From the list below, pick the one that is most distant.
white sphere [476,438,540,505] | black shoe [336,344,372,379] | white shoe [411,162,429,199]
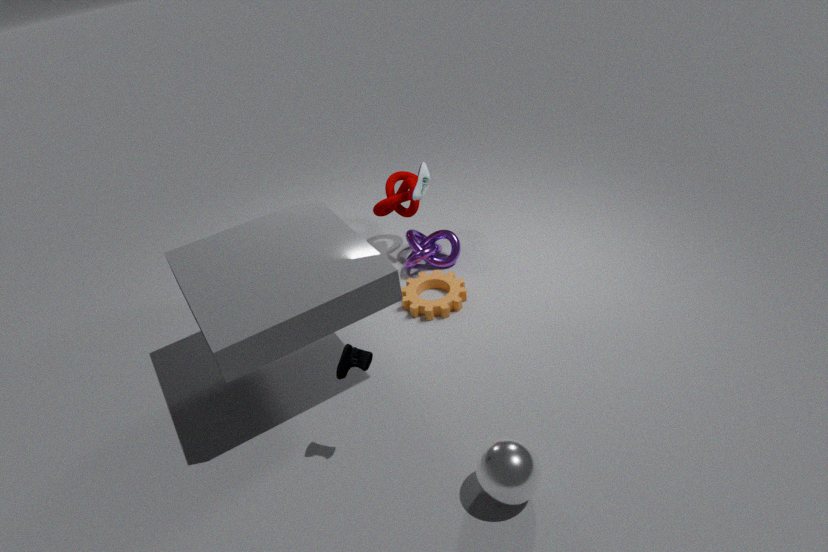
white shoe [411,162,429,199]
